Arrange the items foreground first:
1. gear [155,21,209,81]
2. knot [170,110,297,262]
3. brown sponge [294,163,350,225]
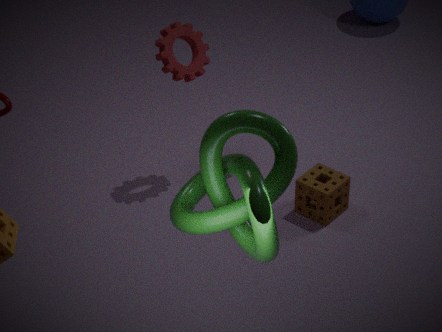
knot [170,110,297,262], brown sponge [294,163,350,225], gear [155,21,209,81]
